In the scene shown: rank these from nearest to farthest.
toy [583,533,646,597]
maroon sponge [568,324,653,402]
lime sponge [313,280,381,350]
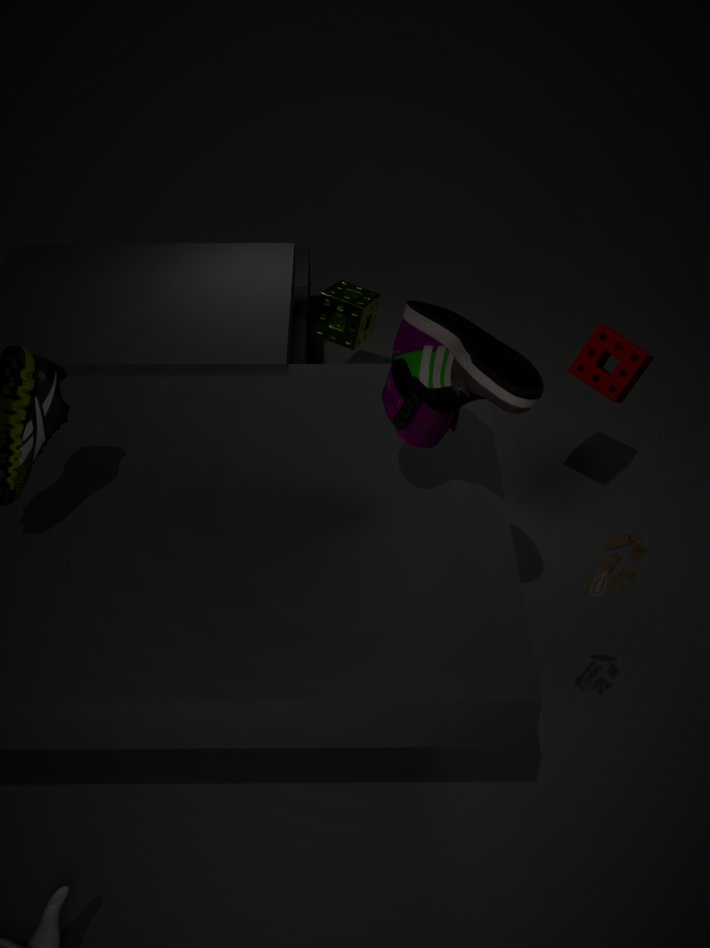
toy [583,533,646,597] → maroon sponge [568,324,653,402] → lime sponge [313,280,381,350]
